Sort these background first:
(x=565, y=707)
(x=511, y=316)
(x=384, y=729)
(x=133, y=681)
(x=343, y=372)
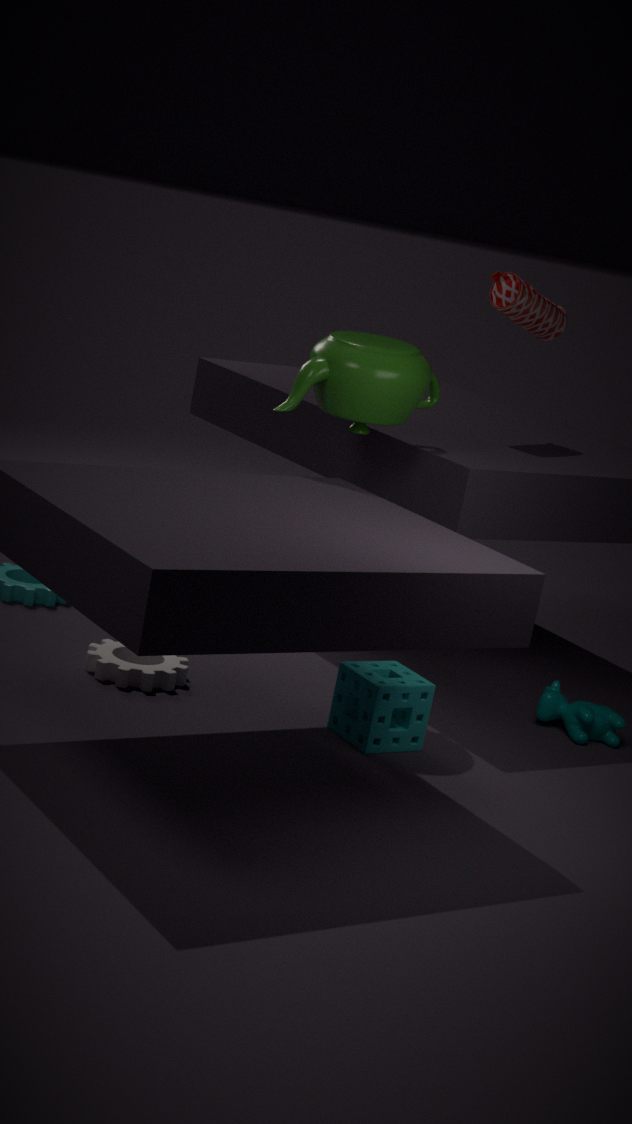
(x=511, y=316)
(x=565, y=707)
(x=343, y=372)
(x=133, y=681)
(x=384, y=729)
